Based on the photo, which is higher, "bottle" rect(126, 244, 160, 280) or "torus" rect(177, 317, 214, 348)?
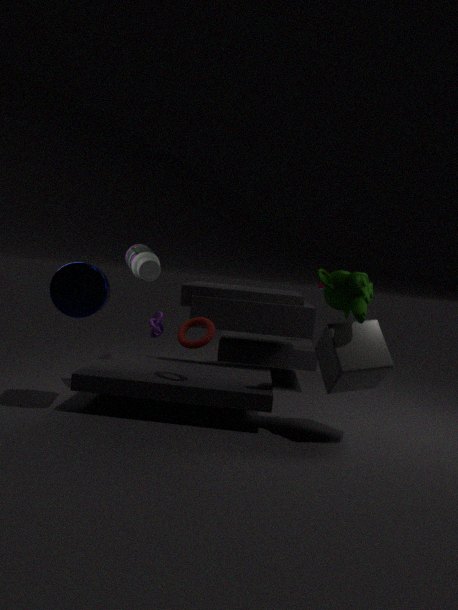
"bottle" rect(126, 244, 160, 280)
